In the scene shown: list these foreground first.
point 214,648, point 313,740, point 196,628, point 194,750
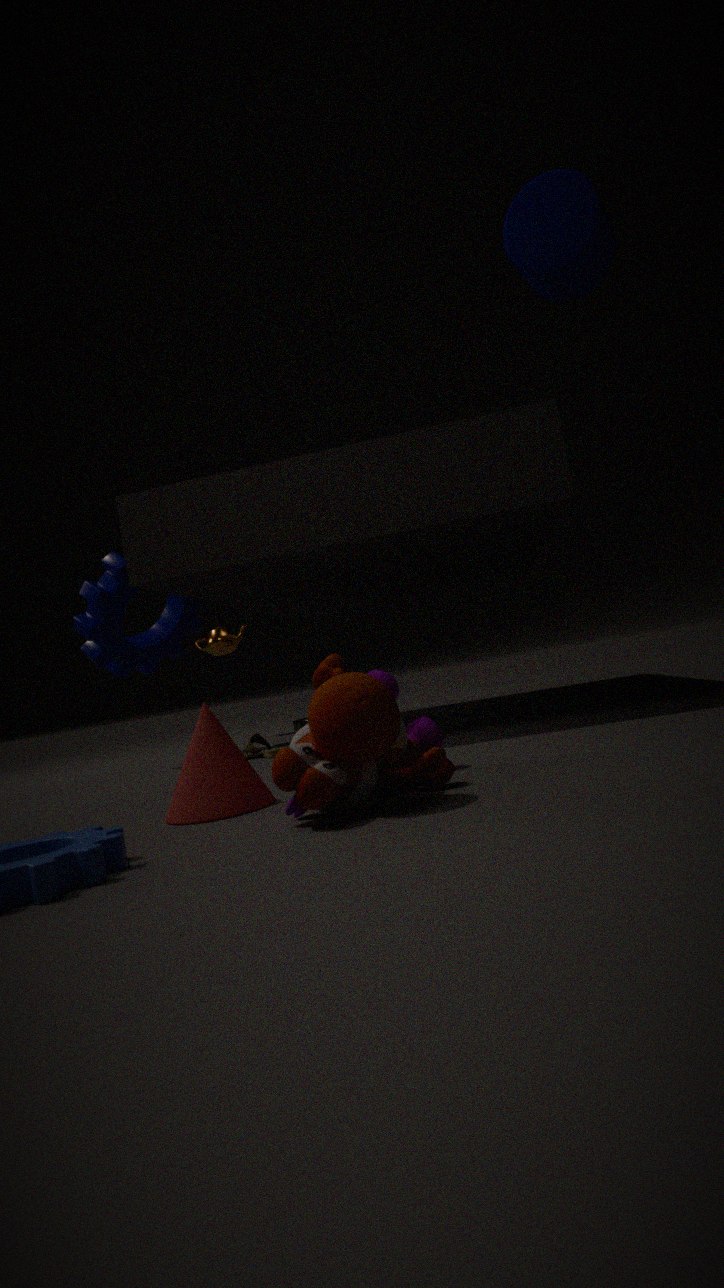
point 313,740 < point 194,750 < point 196,628 < point 214,648
